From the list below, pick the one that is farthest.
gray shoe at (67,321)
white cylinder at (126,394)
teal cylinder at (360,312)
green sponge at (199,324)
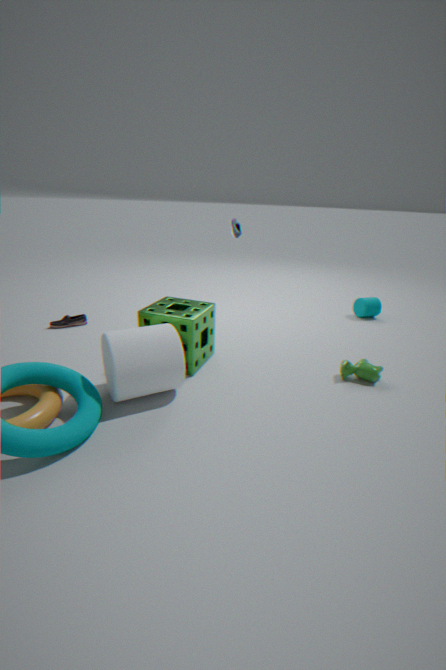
teal cylinder at (360,312)
